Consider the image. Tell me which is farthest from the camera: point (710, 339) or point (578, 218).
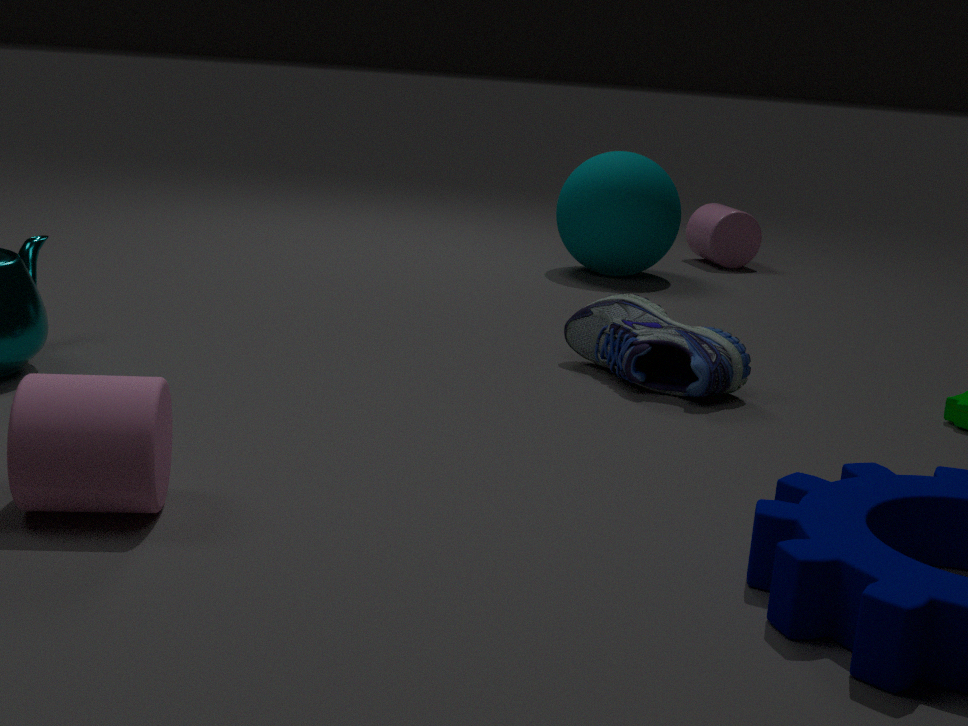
point (578, 218)
